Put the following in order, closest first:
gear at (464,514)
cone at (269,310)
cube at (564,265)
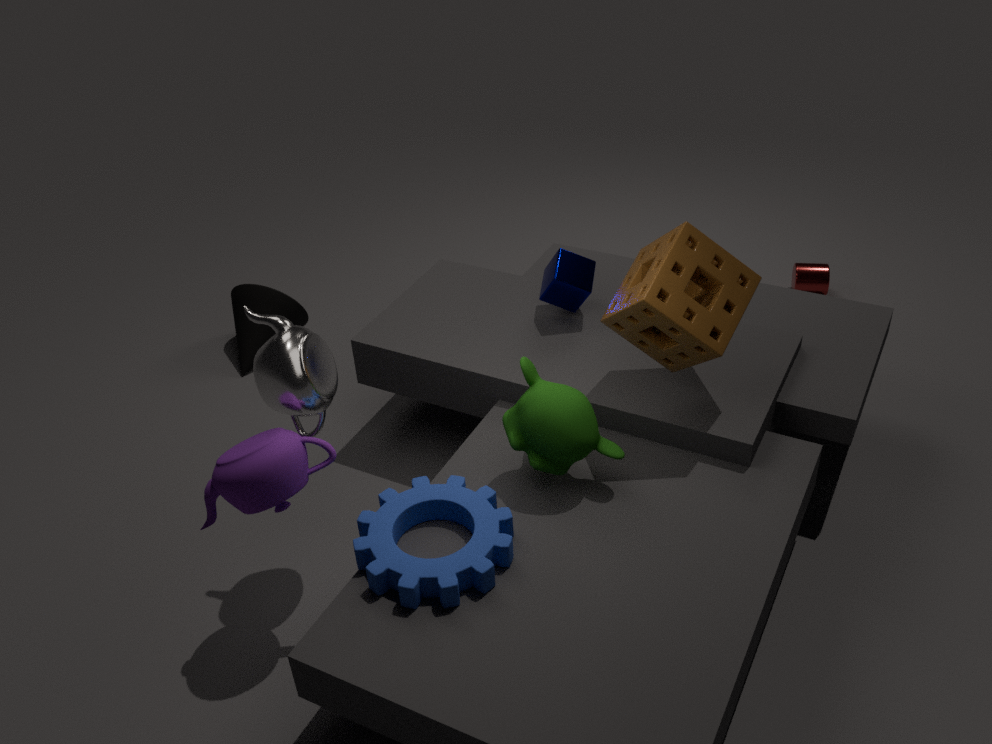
1. gear at (464,514)
2. cube at (564,265)
3. cone at (269,310)
